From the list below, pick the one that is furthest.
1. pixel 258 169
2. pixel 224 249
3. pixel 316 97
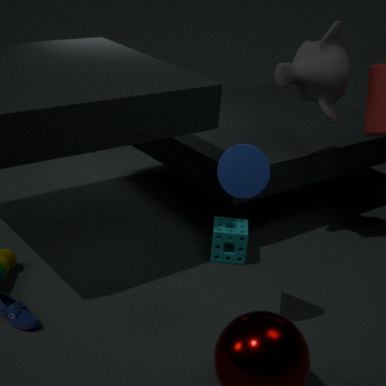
pixel 224 249
